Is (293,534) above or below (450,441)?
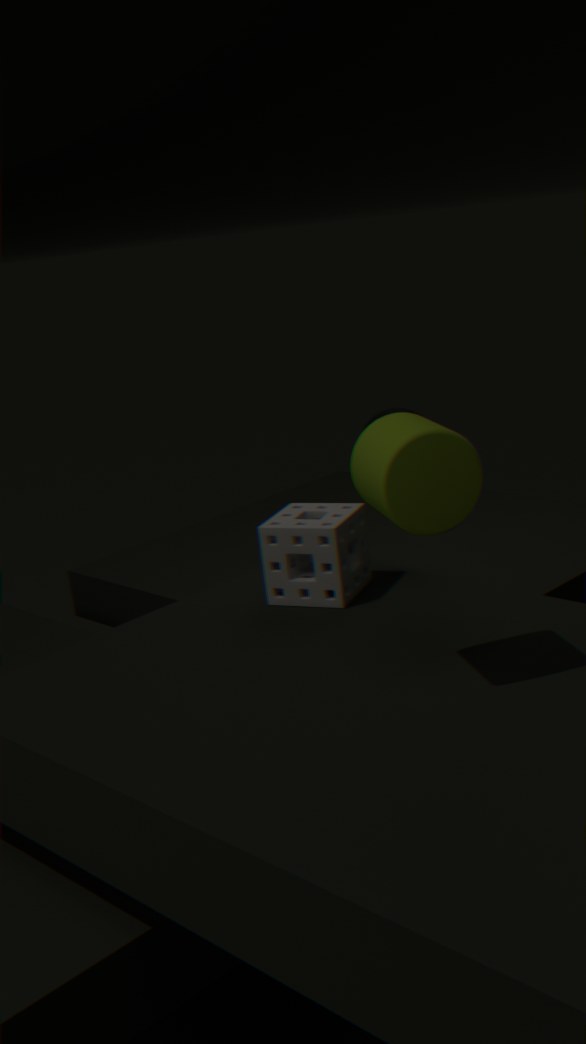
below
